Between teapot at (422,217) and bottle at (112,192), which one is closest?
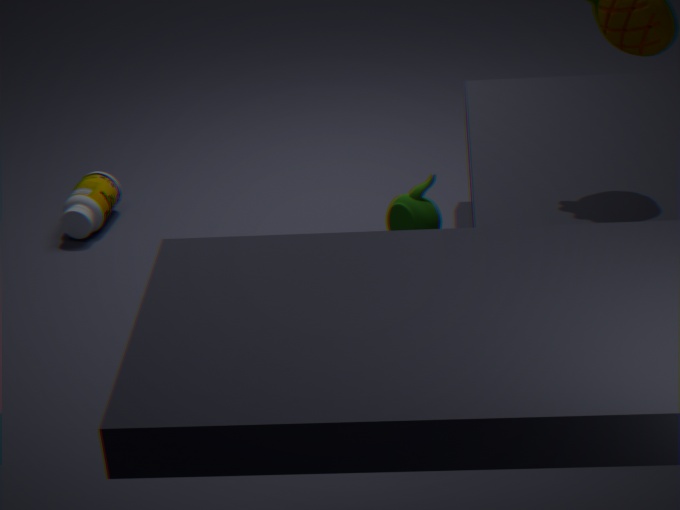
teapot at (422,217)
